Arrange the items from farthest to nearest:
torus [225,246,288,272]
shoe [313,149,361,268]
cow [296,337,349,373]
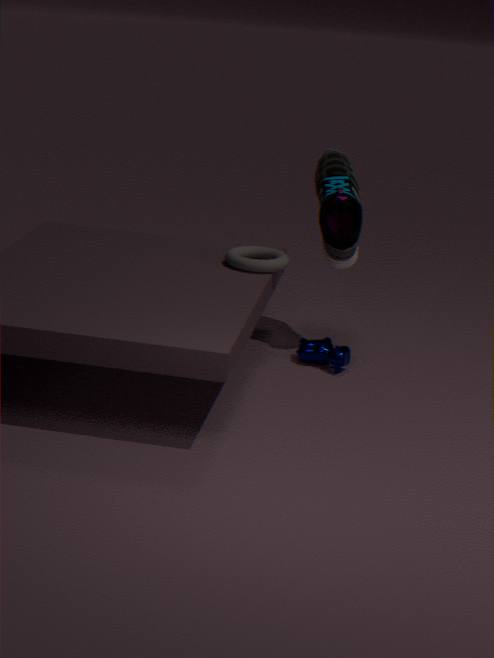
shoe [313,149,361,268] < cow [296,337,349,373] < torus [225,246,288,272]
